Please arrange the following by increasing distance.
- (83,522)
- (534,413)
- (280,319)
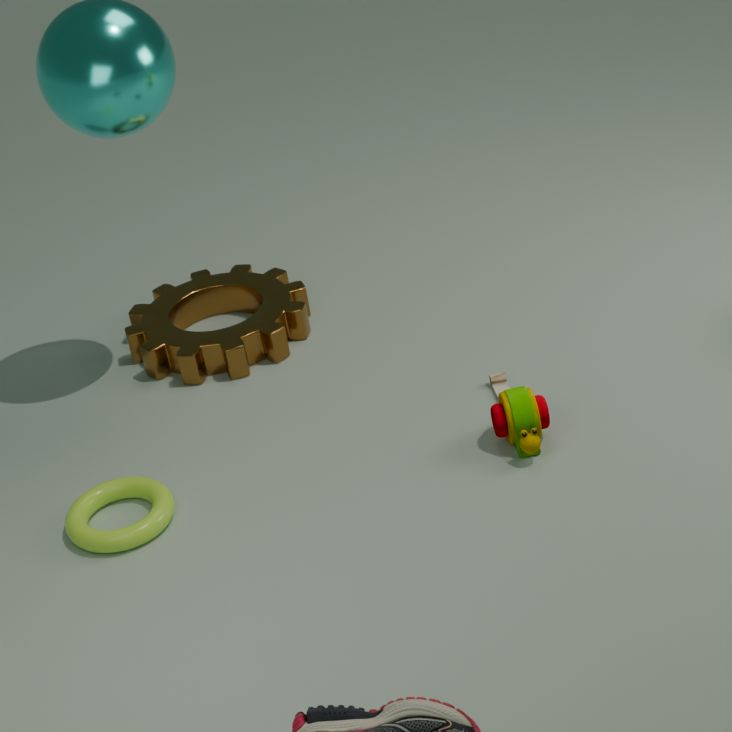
(83,522) → (534,413) → (280,319)
